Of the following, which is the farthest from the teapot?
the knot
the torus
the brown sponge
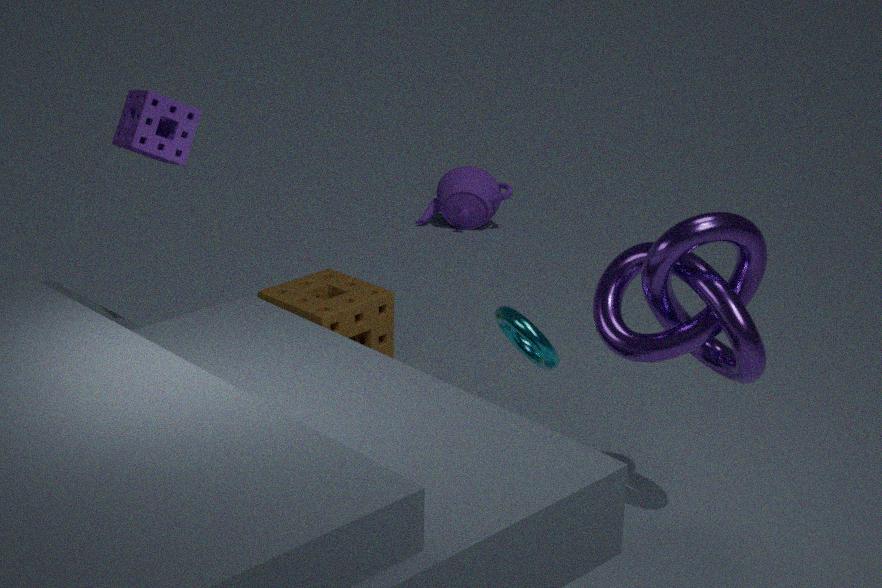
the knot
